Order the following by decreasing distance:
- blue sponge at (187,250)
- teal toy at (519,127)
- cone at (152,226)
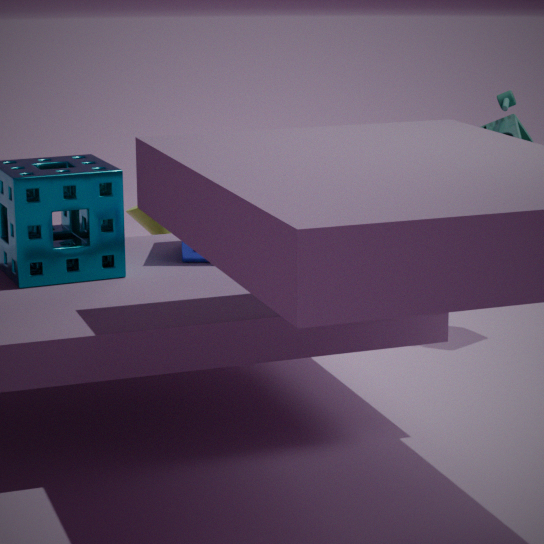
cone at (152,226) < teal toy at (519,127) < blue sponge at (187,250)
